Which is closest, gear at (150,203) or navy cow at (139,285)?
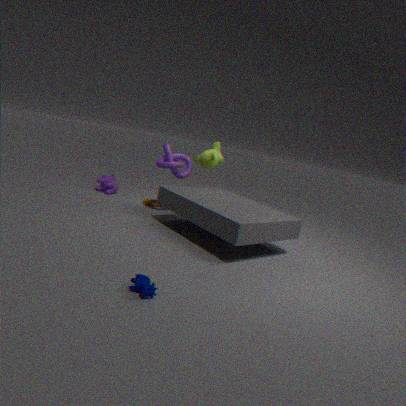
navy cow at (139,285)
